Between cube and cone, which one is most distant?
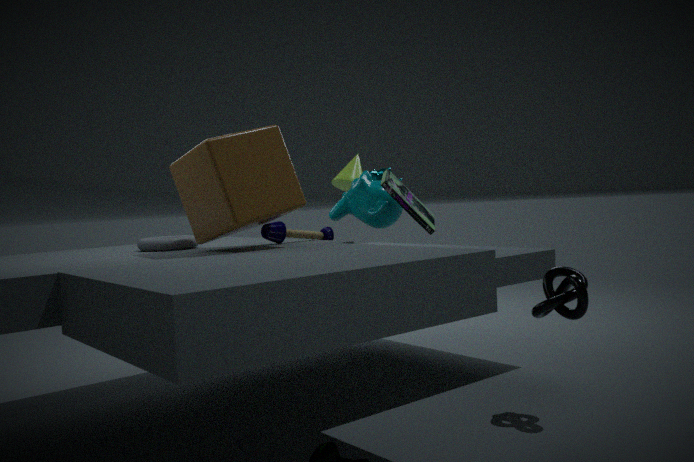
cone
